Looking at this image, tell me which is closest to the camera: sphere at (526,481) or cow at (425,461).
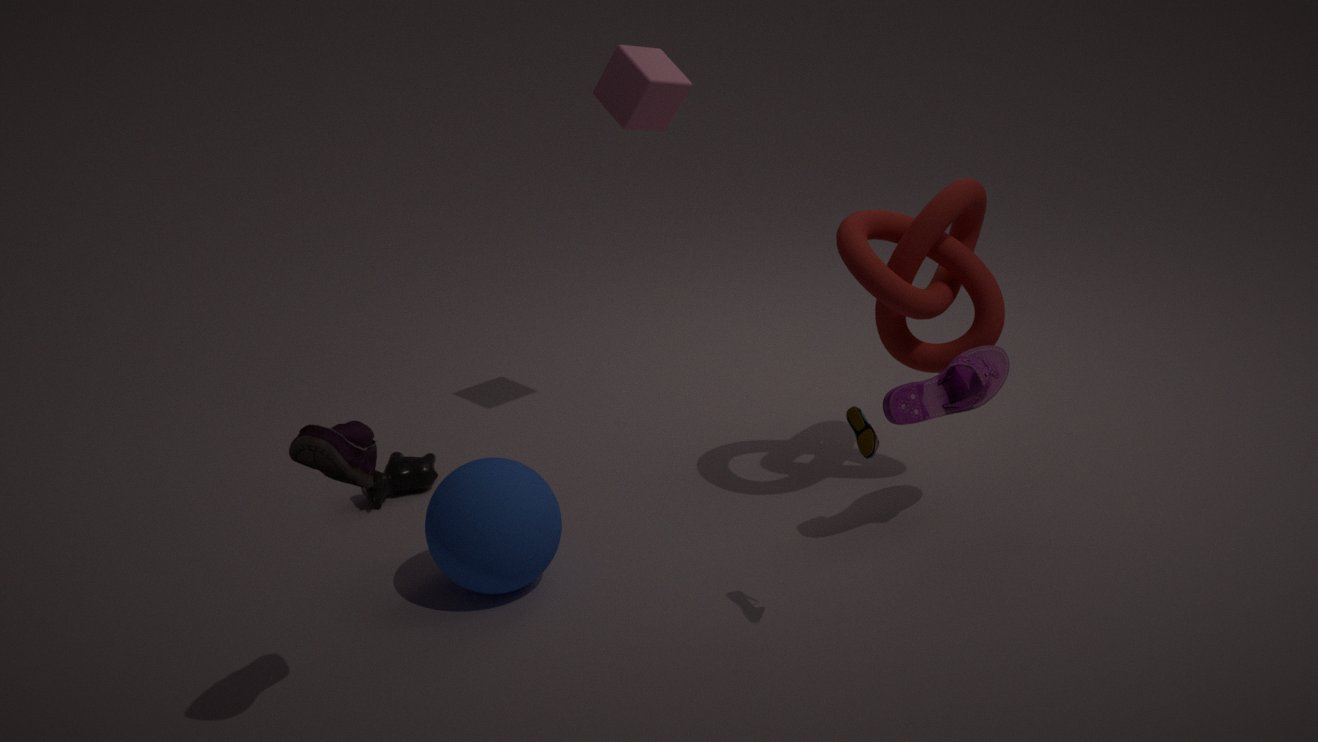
sphere at (526,481)
